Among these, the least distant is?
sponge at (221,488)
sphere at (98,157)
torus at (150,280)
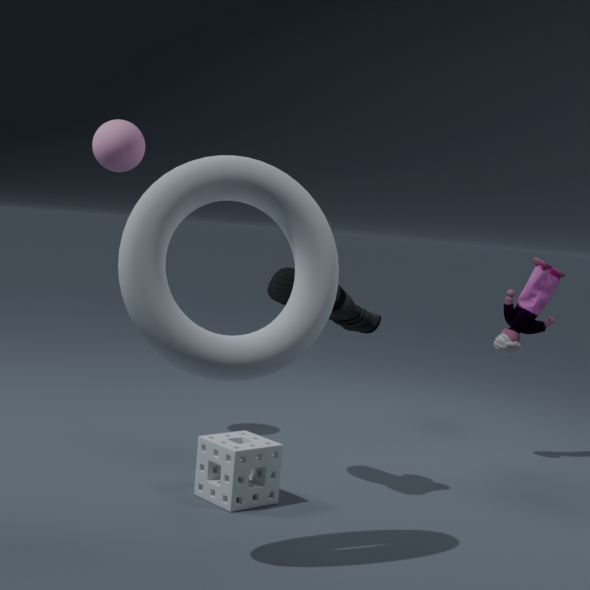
torus at (150,280)
